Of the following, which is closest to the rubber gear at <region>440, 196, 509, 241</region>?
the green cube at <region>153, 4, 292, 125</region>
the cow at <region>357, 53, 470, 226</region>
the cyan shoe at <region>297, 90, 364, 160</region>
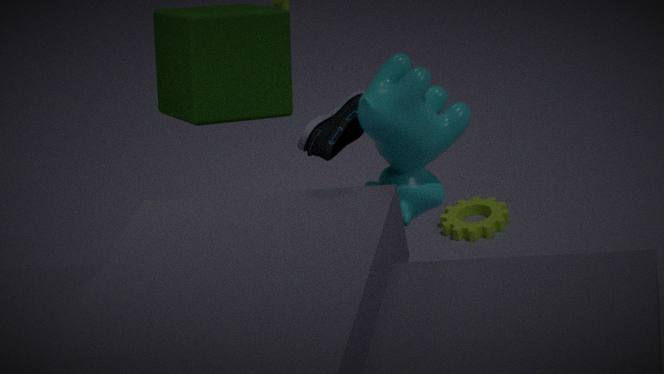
the green cube at <region>153, 4, 292, 125</region>
